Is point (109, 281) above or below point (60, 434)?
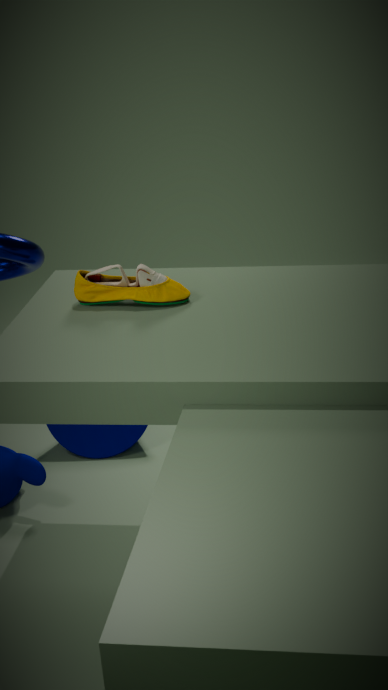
above
